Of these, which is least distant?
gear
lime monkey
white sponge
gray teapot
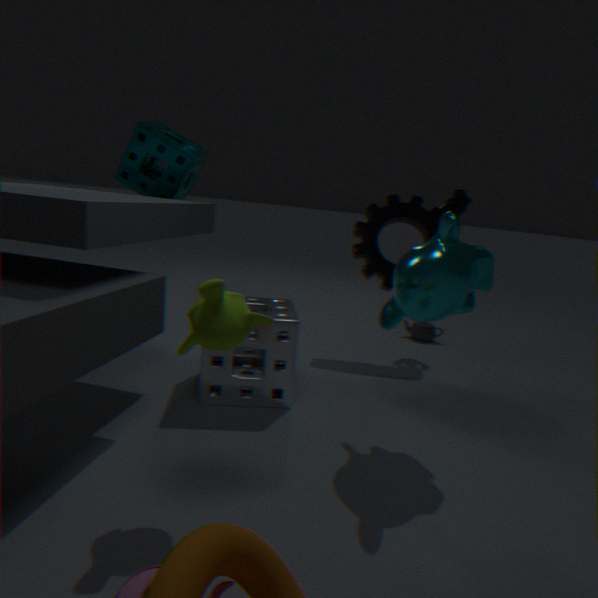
lime monkey
